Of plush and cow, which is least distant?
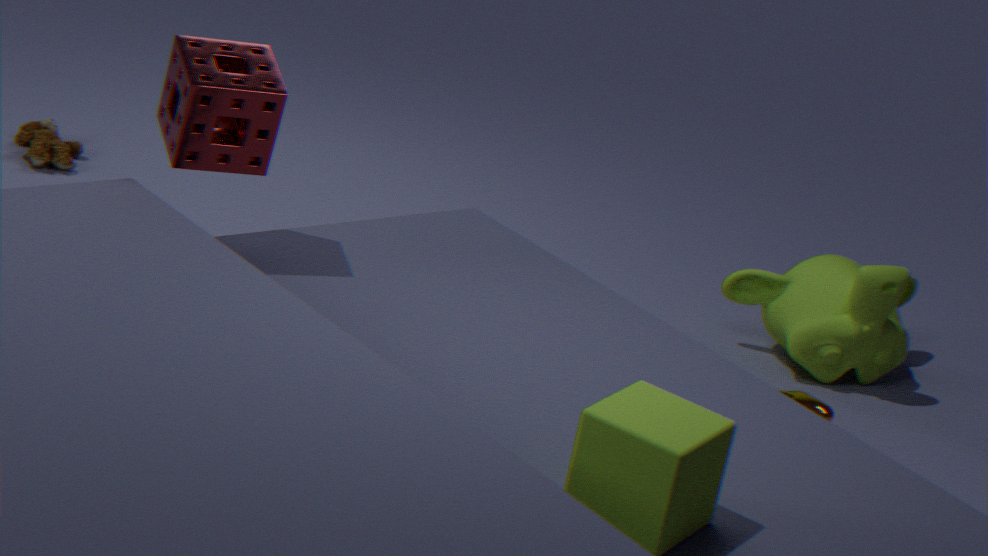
cow
